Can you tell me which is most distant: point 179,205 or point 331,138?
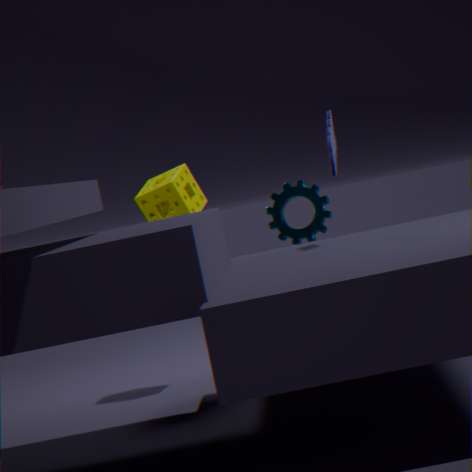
point 179,205
